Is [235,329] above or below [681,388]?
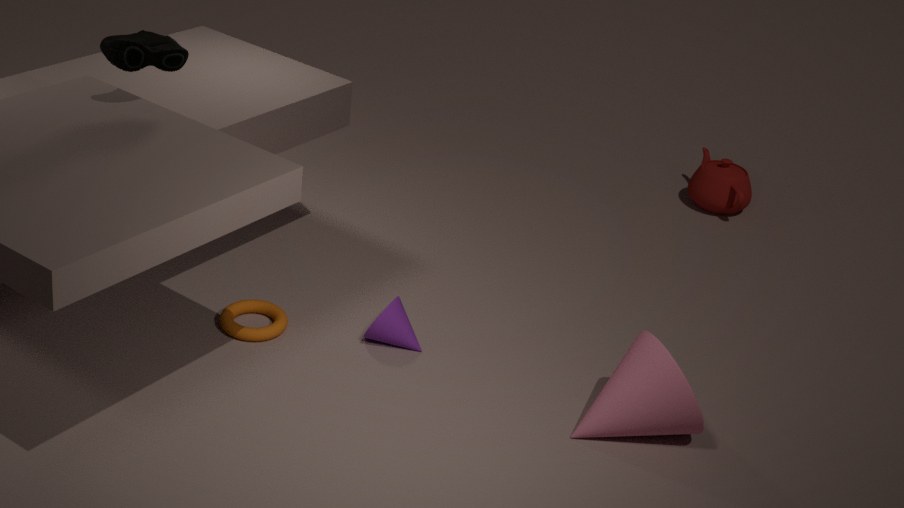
below
